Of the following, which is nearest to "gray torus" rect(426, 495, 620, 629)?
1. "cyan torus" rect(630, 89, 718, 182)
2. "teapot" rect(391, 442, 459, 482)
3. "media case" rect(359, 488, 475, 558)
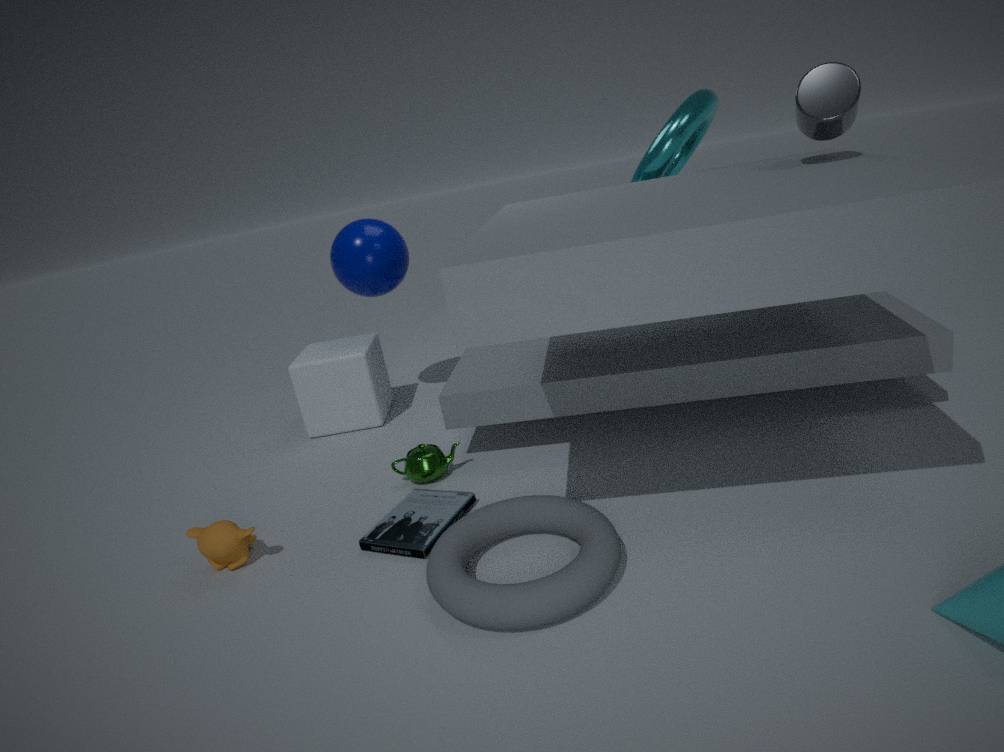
"media case" rect(359, 488, 475, 558)
